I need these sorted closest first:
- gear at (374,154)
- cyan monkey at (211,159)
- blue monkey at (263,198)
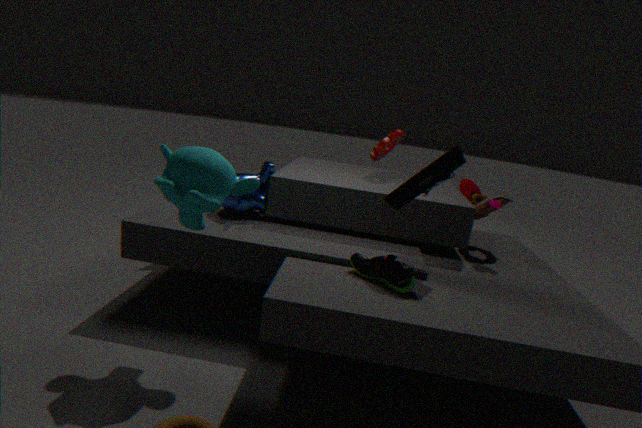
cyan monkey at (211,159), blue monkey at (263,198), gear at (374,154)
